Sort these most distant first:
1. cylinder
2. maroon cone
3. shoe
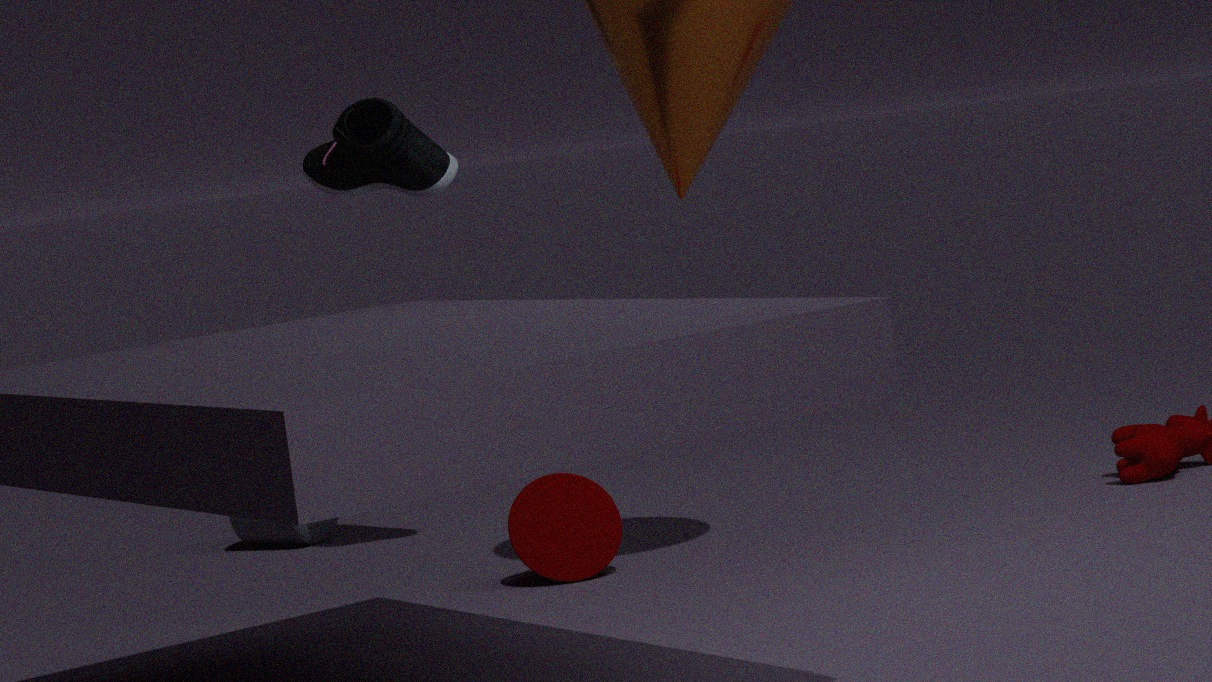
cylinder < shoe < maroon cone
